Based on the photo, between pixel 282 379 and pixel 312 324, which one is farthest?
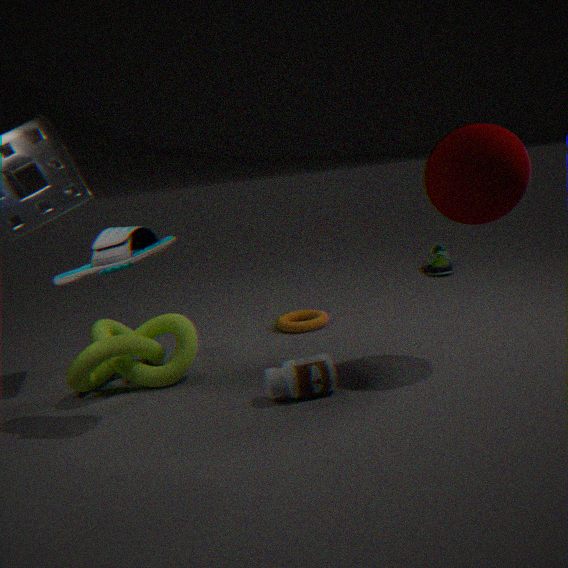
pixel 312 324
